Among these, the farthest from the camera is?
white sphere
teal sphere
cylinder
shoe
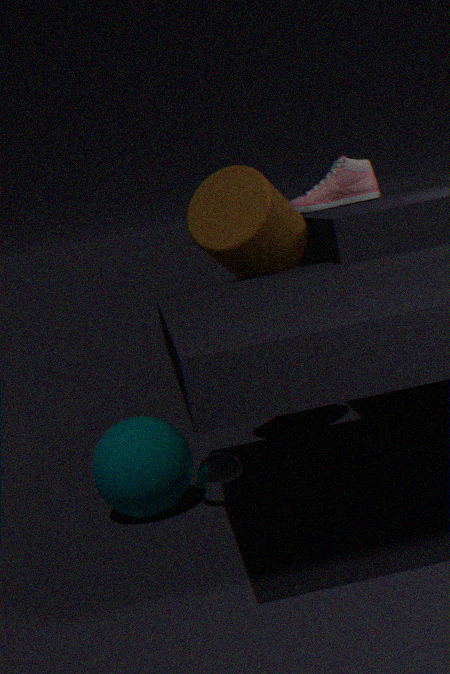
shoe
